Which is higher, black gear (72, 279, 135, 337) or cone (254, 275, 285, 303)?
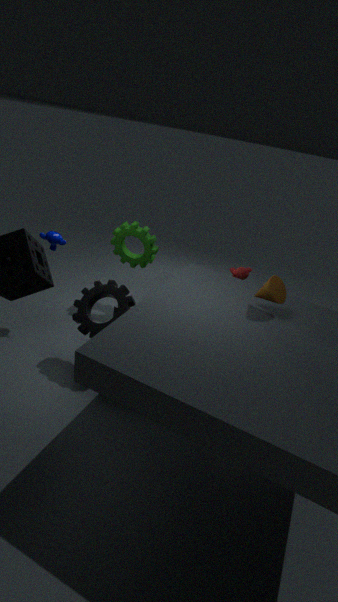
cone (254, 275, 285, 303)
